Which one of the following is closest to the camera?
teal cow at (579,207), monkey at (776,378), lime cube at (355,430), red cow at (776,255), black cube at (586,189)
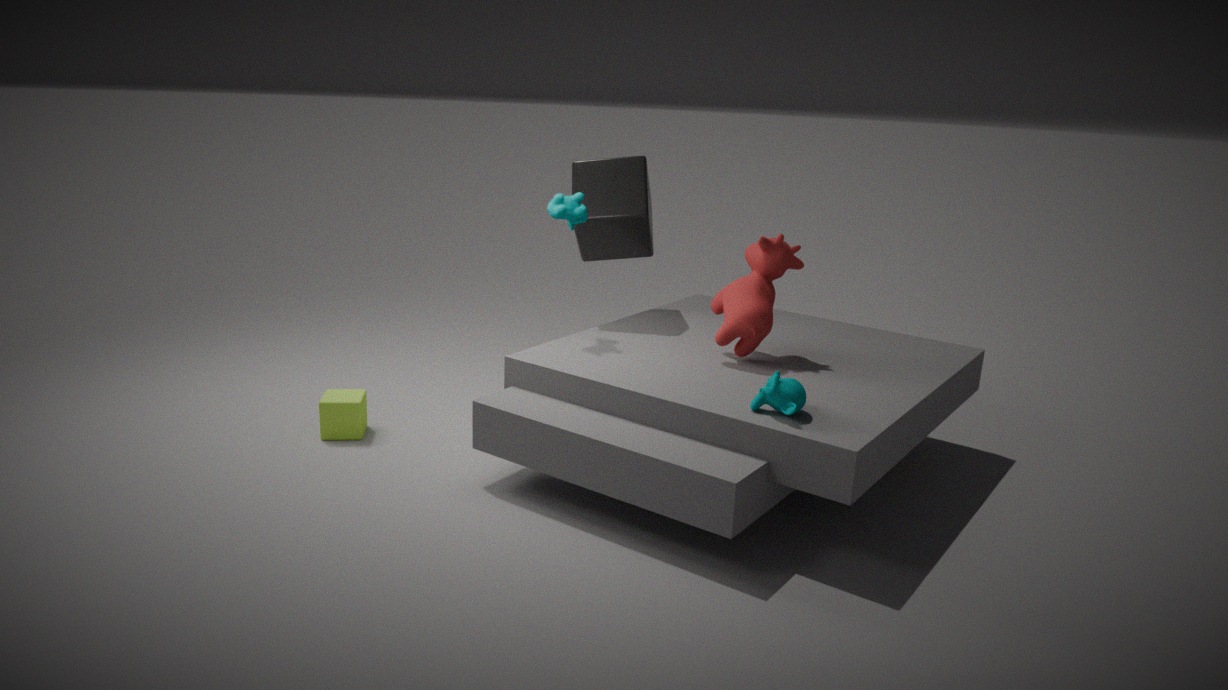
monkey at (776,378)
